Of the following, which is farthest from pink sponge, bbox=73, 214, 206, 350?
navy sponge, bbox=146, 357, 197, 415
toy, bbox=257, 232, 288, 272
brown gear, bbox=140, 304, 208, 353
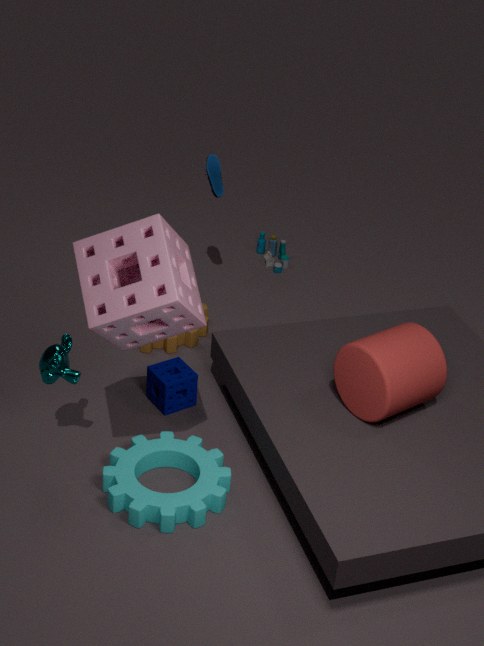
toy, bbox=257, 232, 288, 272
